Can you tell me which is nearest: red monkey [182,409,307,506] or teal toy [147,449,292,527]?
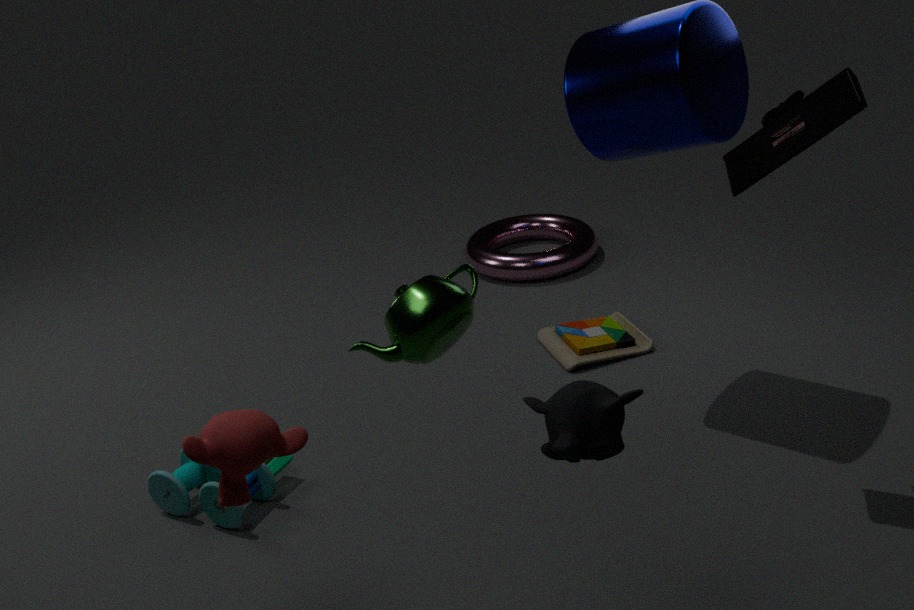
red monkey [182,409,307,506]
